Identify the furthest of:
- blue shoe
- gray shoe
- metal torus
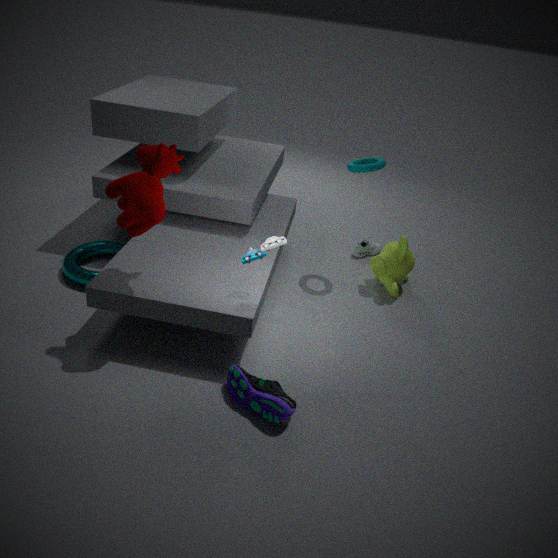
gray shoe
